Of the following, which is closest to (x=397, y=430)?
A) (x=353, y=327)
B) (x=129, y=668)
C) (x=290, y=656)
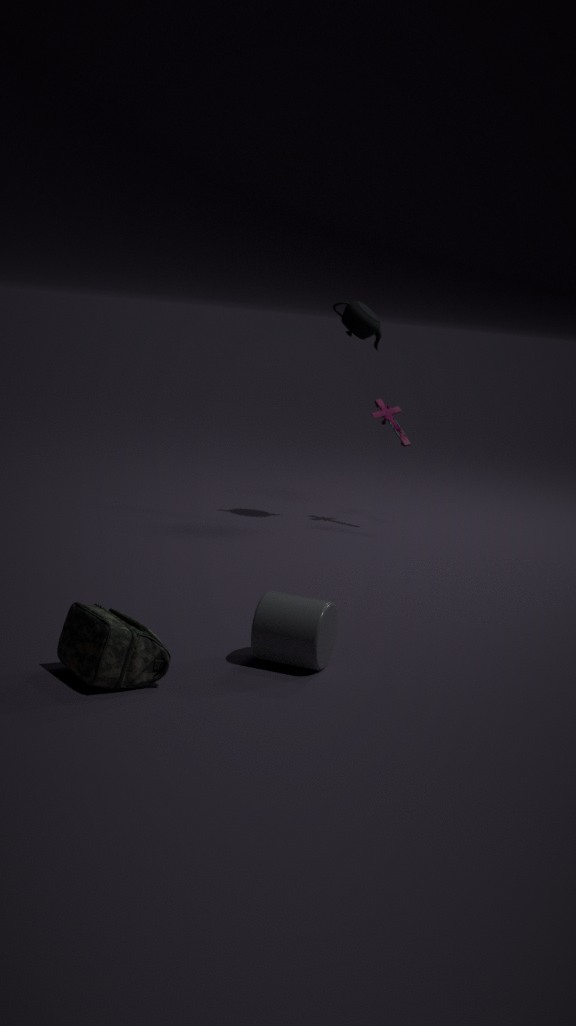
(x=353, y=327)
